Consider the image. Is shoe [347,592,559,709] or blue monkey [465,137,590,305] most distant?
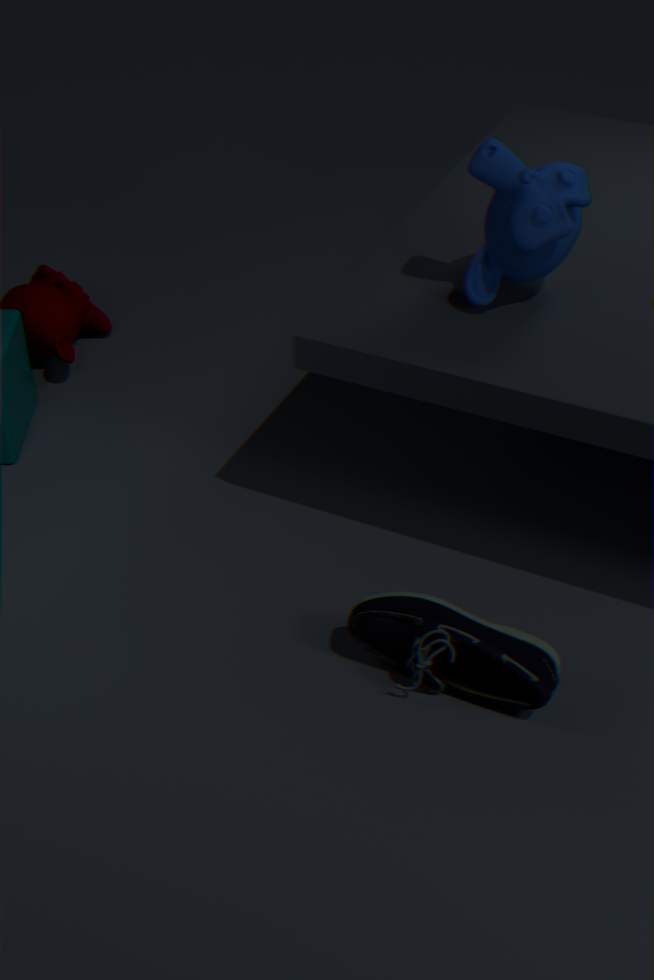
blue monkey [465,137,590,305]
